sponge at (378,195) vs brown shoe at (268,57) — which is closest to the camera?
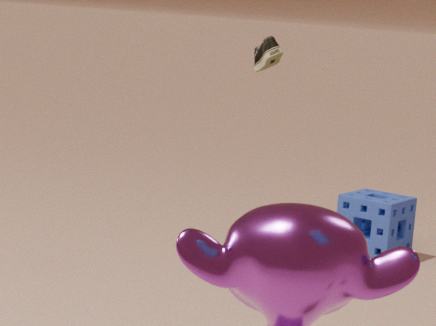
brown shoe at (268,57)
